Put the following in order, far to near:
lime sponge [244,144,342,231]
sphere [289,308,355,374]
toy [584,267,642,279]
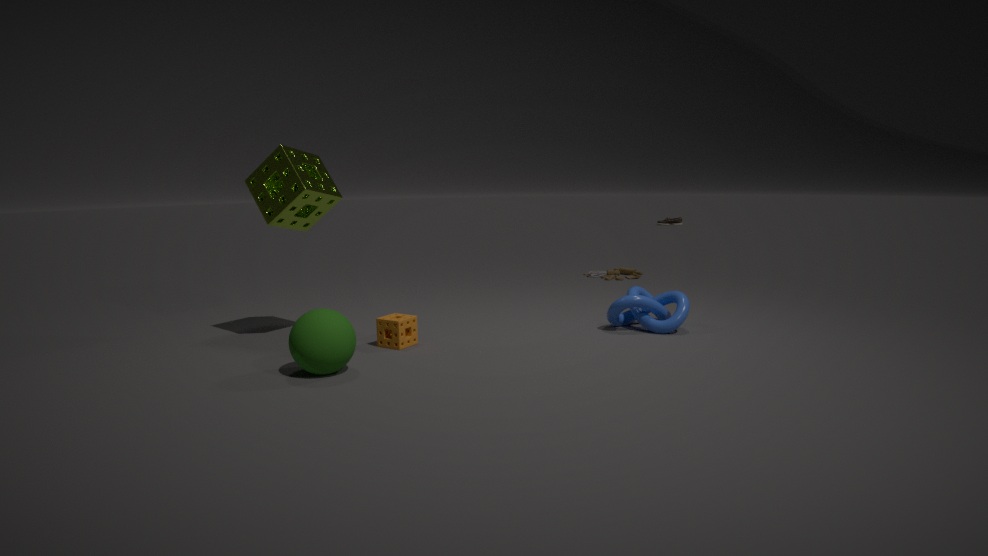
toy [584,267,642,279] → lime sponge [244,144,342,231] → sphere [289,308,355,374]
